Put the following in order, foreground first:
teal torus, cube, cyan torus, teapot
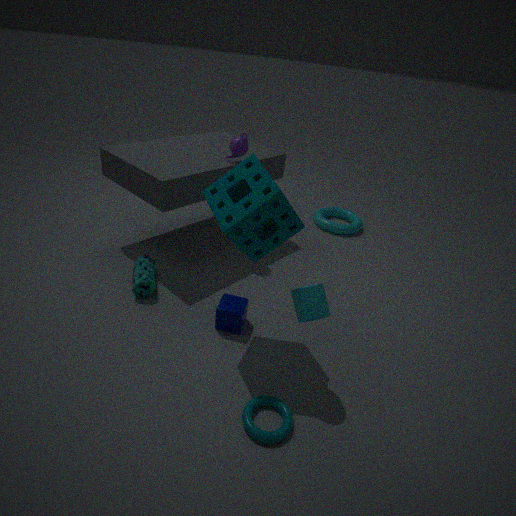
teal torus, cube, teapot, cyan torus
